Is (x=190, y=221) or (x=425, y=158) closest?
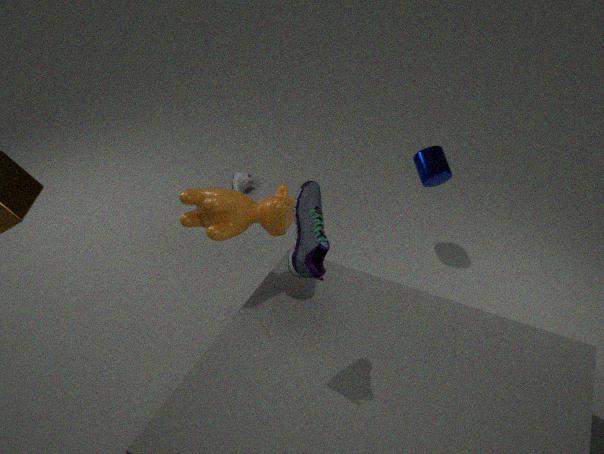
(x=190, y=221)
